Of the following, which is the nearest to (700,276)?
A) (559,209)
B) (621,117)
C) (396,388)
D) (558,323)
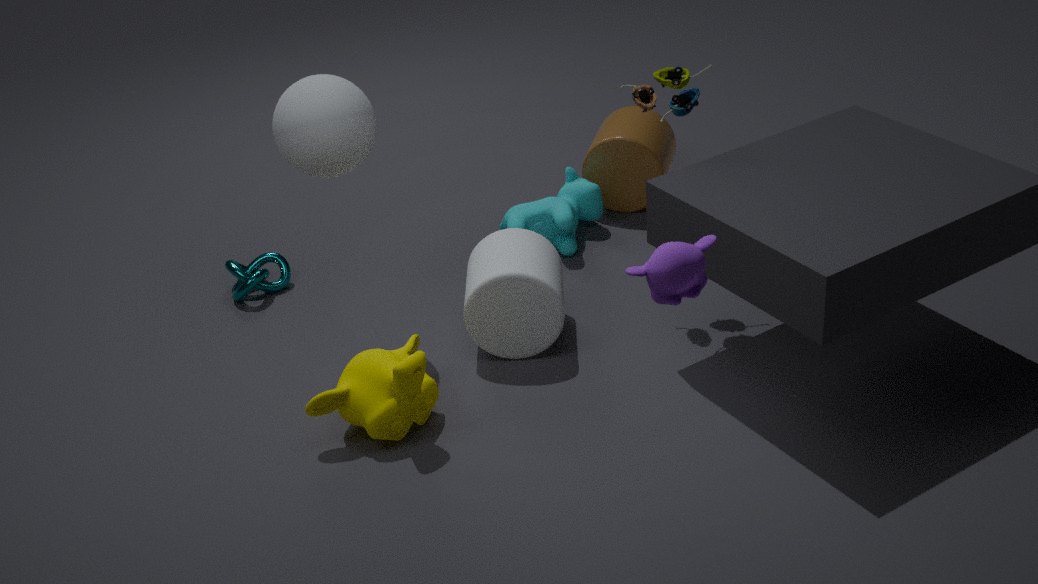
(396,388)
